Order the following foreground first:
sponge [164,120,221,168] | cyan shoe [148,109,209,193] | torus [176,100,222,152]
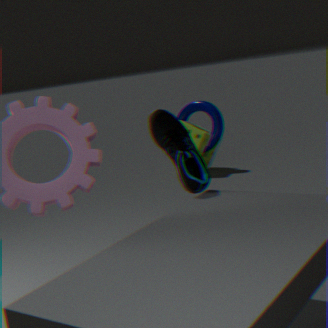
cyan shoe [148,109,209,193]
sponge [164,120,221,168]
torus [176,100,222,152]
